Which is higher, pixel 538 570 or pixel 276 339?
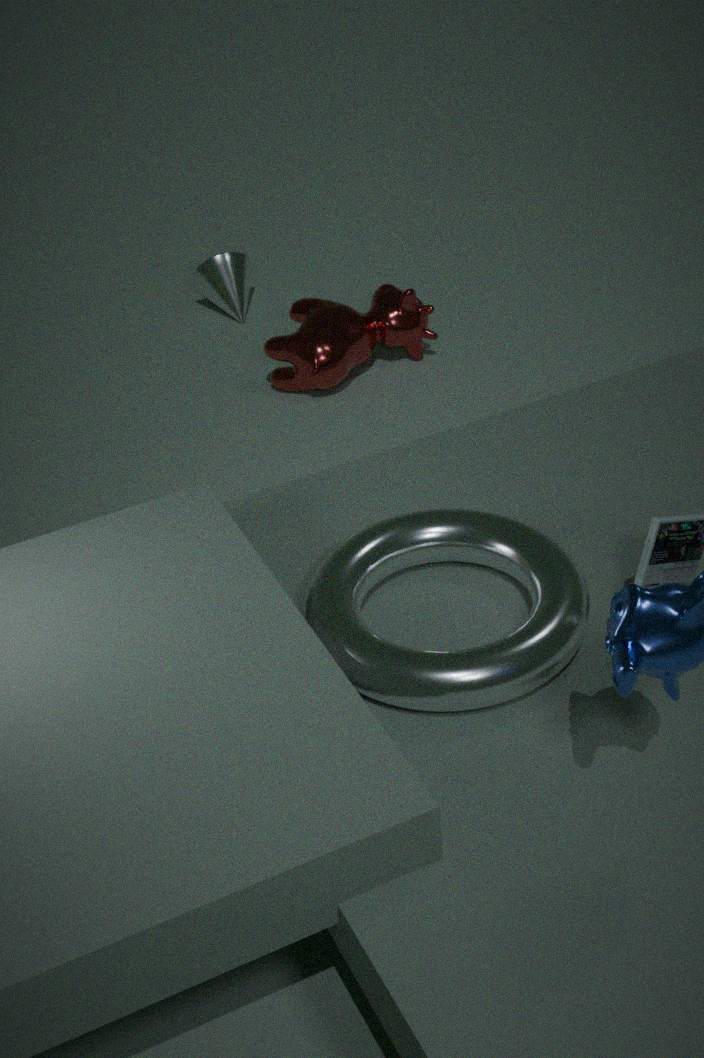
pixel 538 570
